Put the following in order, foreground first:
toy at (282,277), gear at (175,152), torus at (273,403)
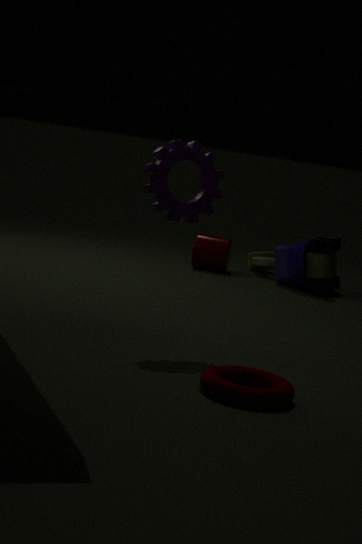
torus at (273,403) → gear at (175,152) → toy at (282,277)
